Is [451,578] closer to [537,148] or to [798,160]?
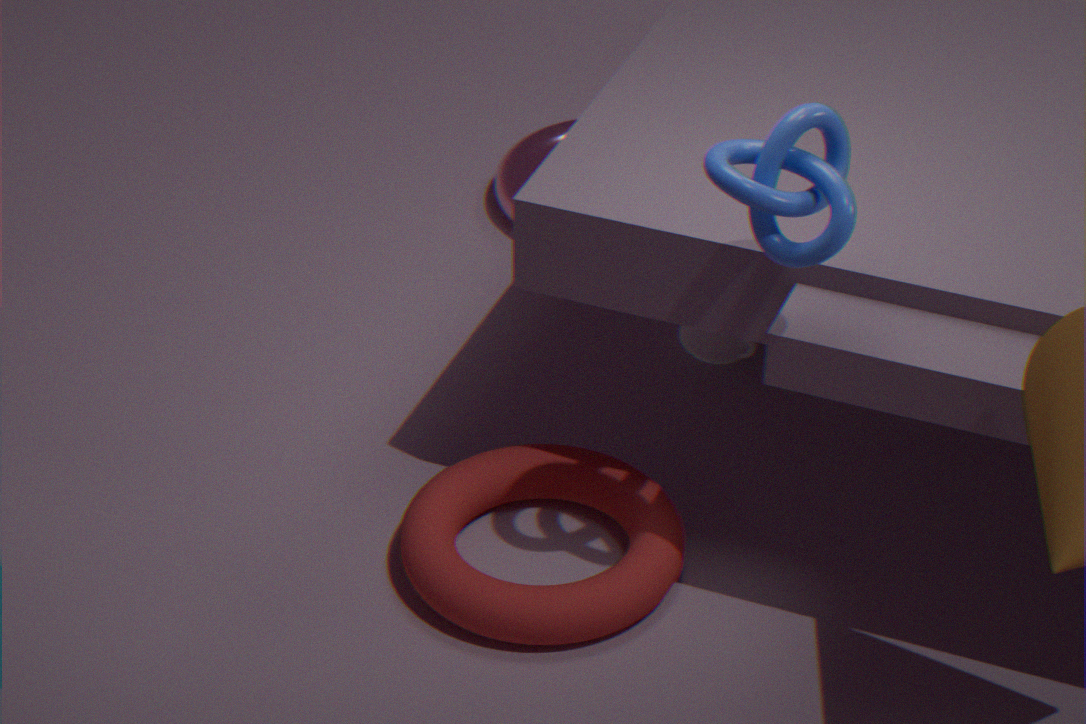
[798,160]
